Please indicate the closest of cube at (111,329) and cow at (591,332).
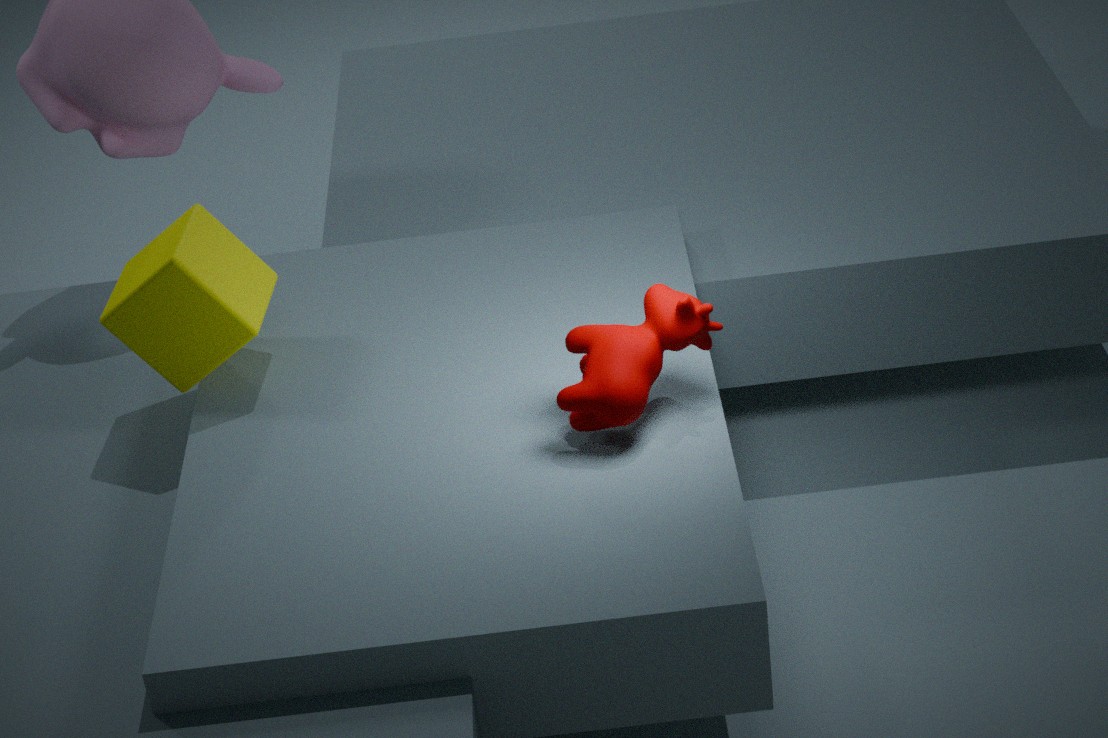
cow at (591,332)
